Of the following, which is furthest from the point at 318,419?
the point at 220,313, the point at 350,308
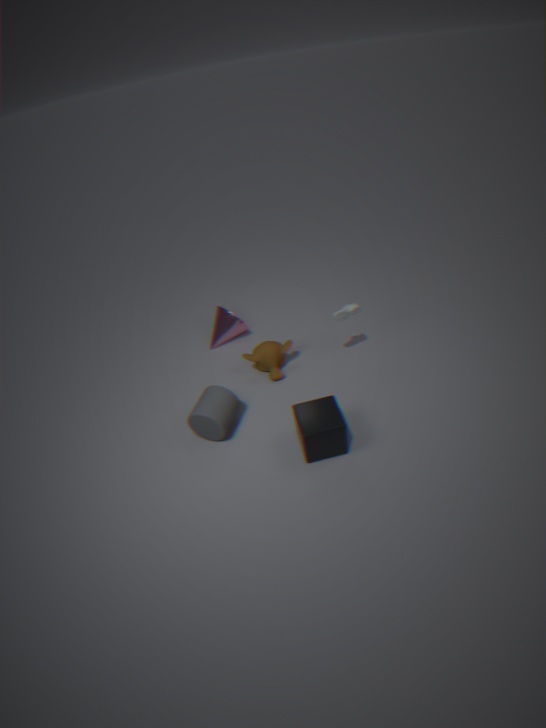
the point at 220,313
